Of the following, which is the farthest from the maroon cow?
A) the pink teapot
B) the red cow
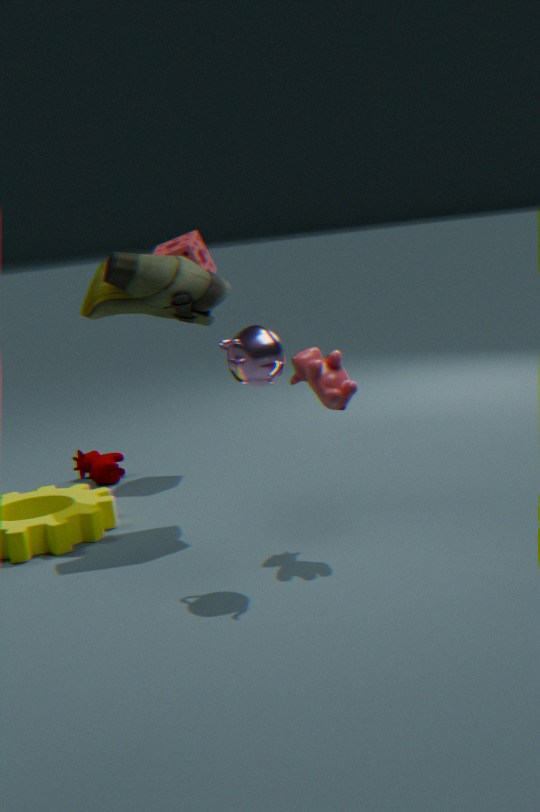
the pink teapot
